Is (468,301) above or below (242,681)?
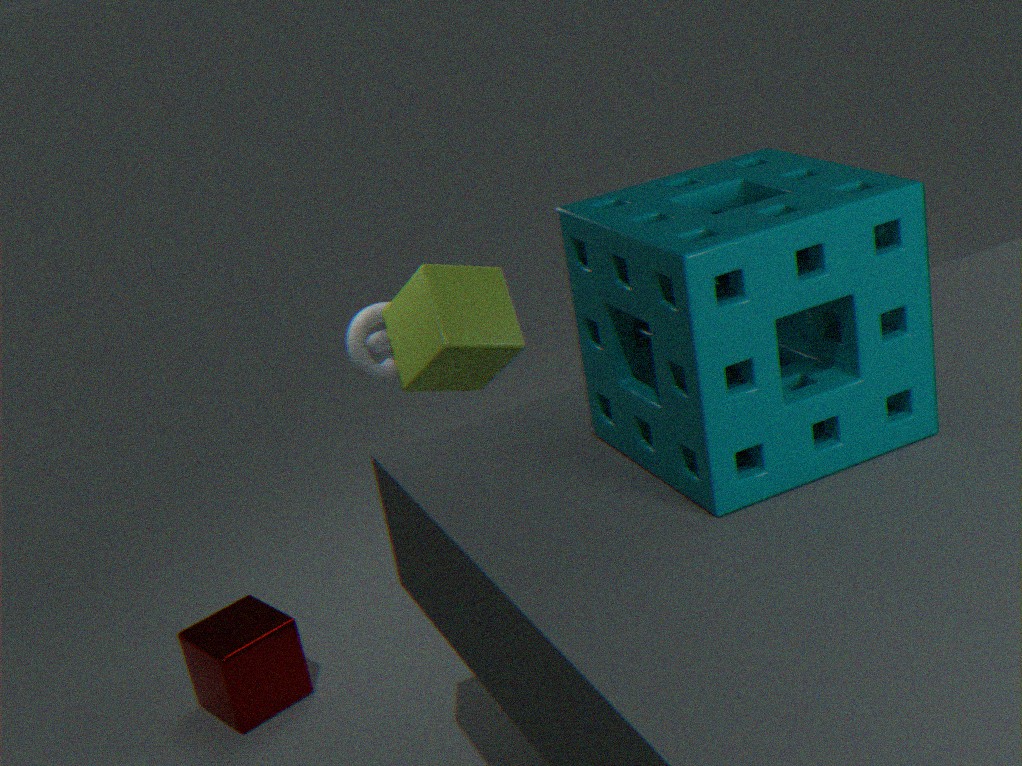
above
